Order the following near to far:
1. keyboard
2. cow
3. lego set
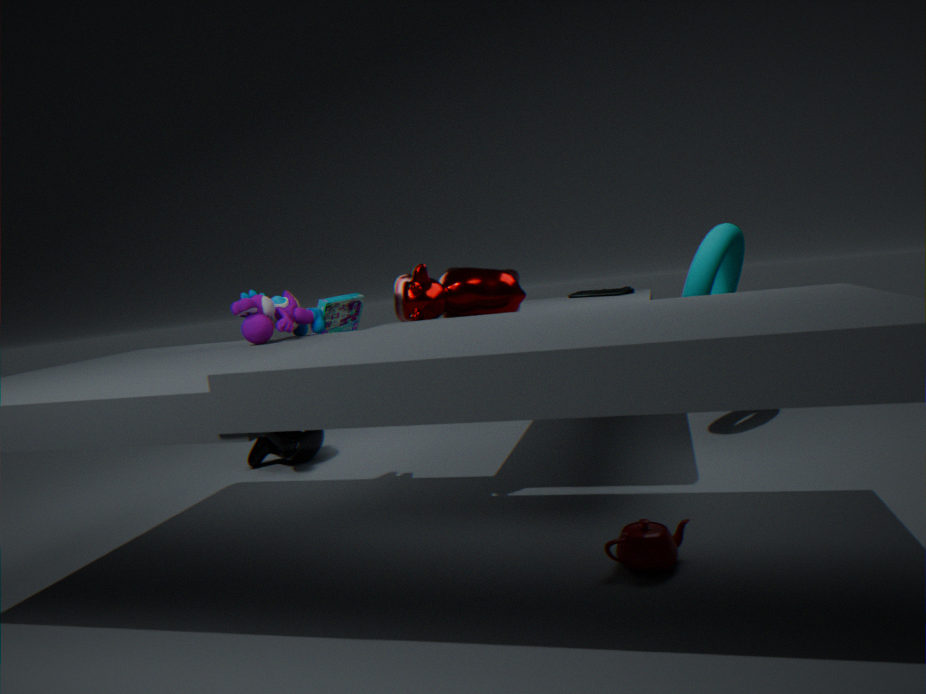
cow, keyboard, lego set
